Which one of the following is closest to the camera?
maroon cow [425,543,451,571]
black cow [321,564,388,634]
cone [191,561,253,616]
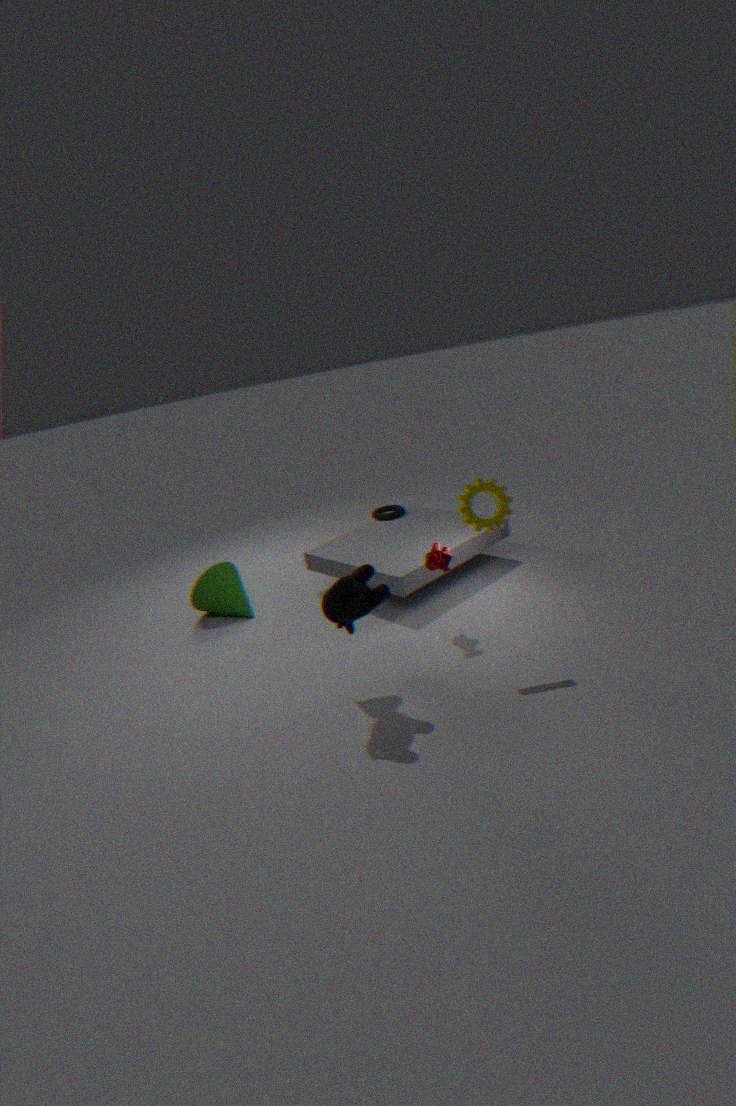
black cow [321,564,388,634]
